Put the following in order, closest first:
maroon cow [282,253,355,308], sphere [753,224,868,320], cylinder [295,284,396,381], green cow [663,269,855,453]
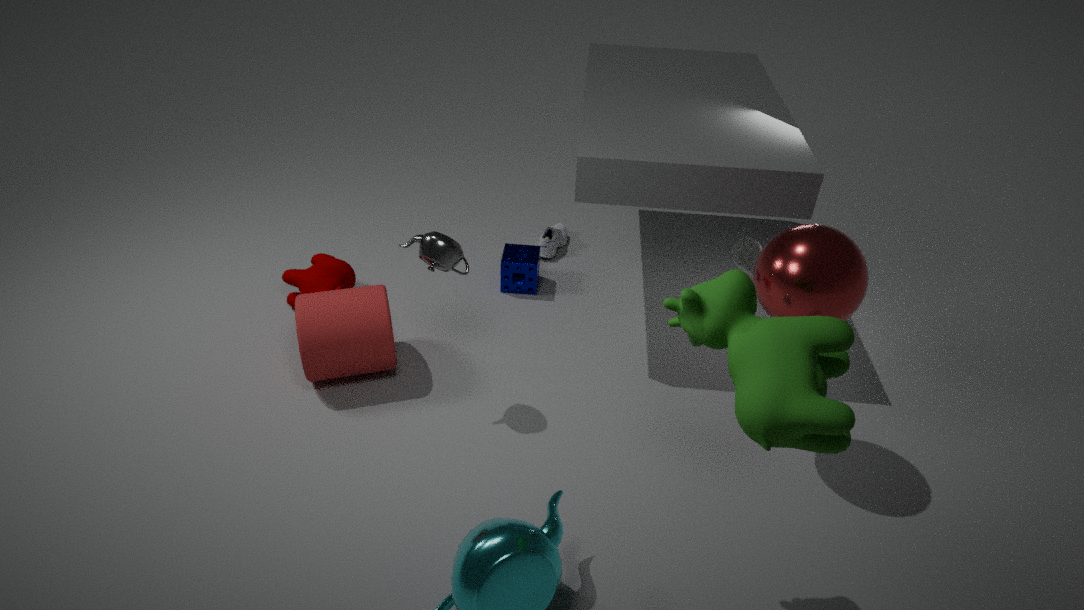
1. green cow [663,269,855,453]
2. sphere [753,224,868,320]
3. cylinder [295,284,396,381]
4. maroon cow [282,253,355,308]
